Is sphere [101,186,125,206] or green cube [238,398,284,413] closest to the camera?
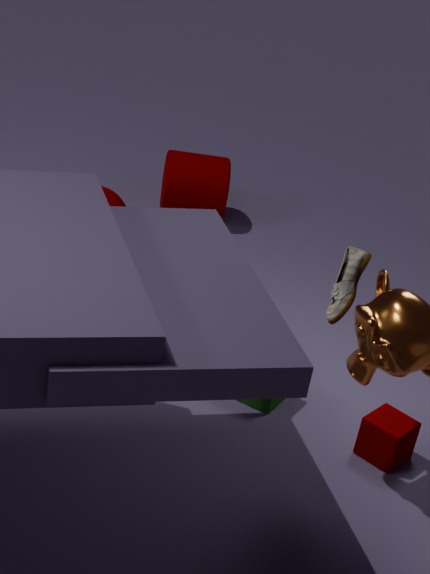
green cube [238,398,284,413]
